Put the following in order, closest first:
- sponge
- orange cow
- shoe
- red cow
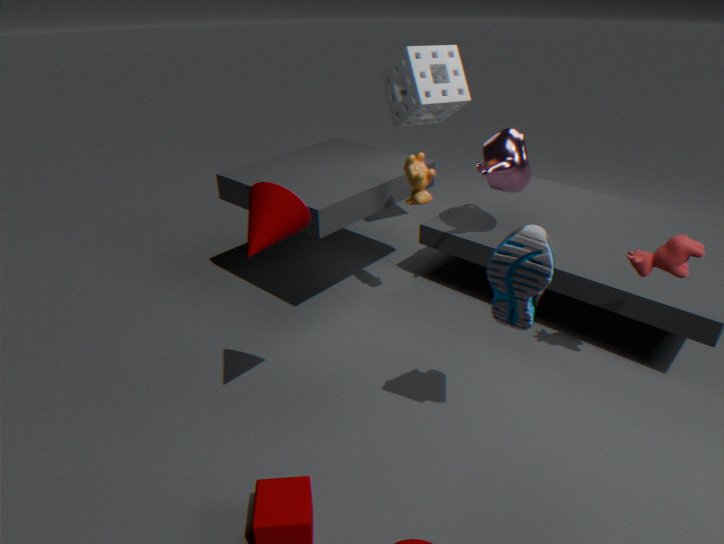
shoe < red cow < orange cow < sponge
